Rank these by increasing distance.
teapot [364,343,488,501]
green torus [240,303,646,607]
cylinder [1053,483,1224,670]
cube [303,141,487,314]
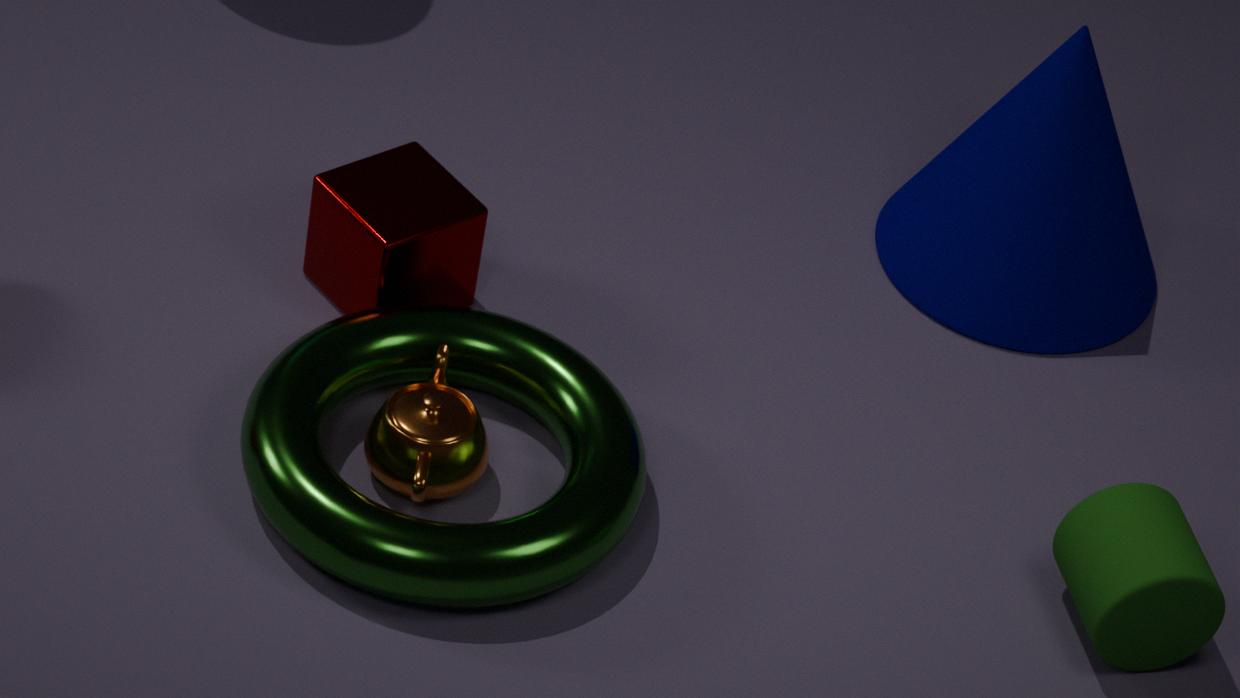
green torus [240,303,646,607], cylinder [1053,483,1224,670], teapot [364,343,488,501], cube [303,141,487,314]
